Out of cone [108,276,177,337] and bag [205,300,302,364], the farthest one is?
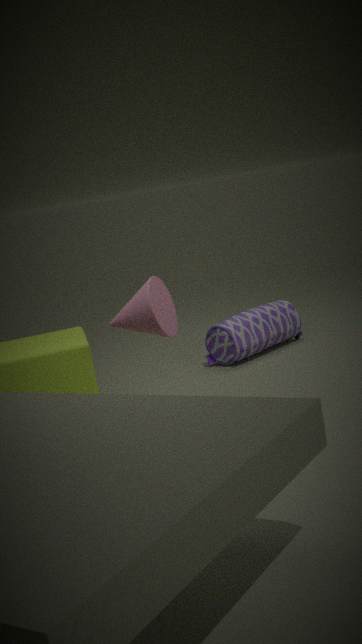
bag [205,300,302,364]
